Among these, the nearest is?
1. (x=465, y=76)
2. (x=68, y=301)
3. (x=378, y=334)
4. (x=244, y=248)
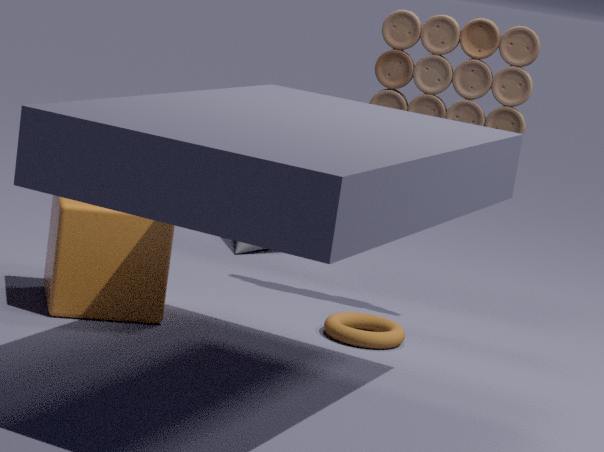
(x=68, y=301)
